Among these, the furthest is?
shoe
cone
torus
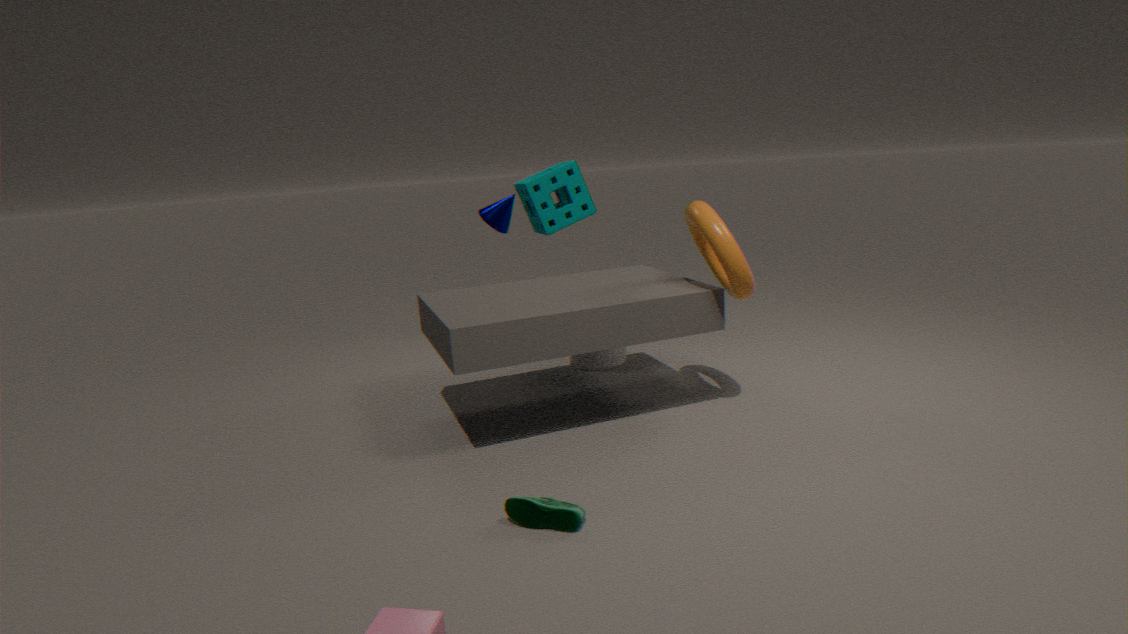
cone
